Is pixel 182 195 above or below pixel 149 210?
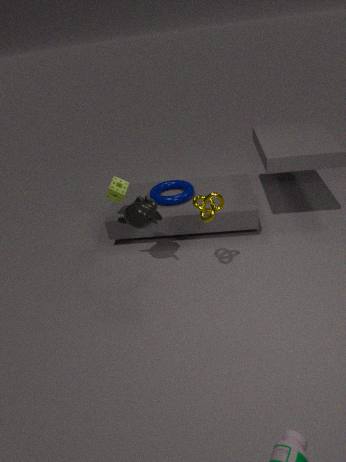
below
